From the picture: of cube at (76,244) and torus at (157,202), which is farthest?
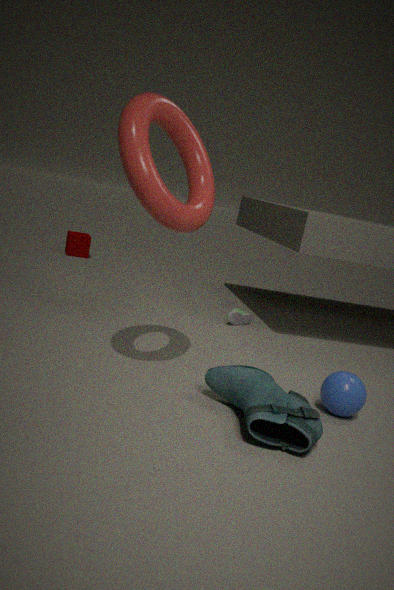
cube at (76,244)
